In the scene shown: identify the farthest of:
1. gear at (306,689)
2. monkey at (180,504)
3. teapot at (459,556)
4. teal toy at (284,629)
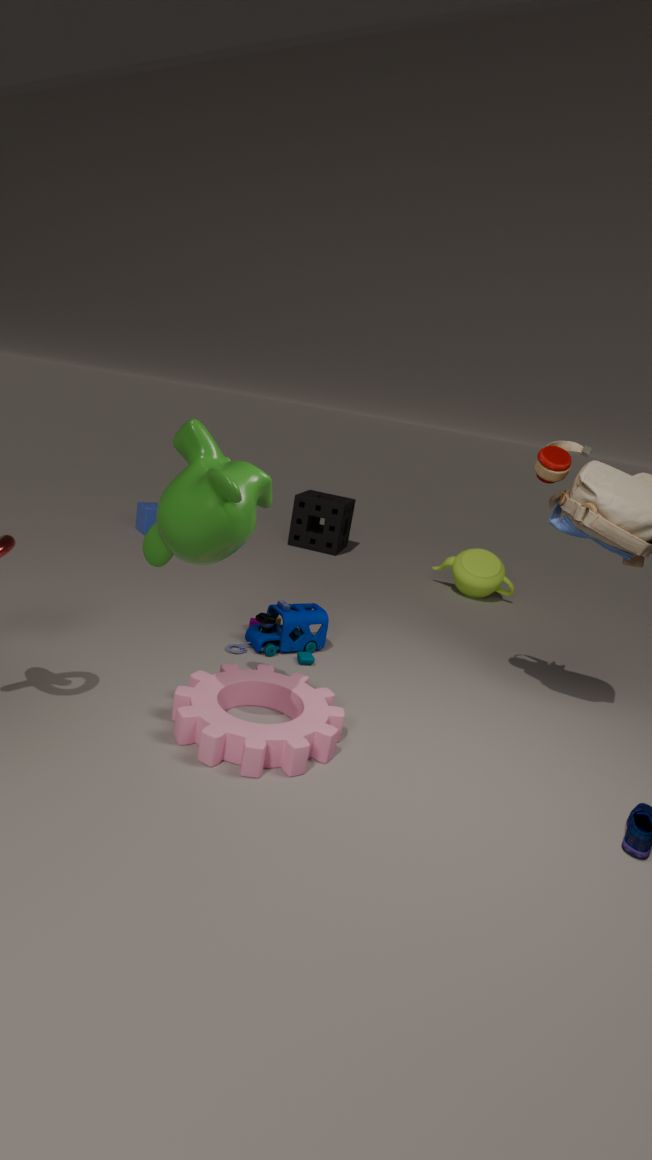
teapot at (459,556)
